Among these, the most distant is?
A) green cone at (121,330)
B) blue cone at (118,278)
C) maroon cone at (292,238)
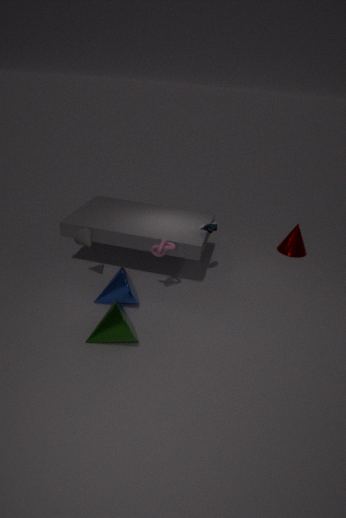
maroon cone at (292,238)
